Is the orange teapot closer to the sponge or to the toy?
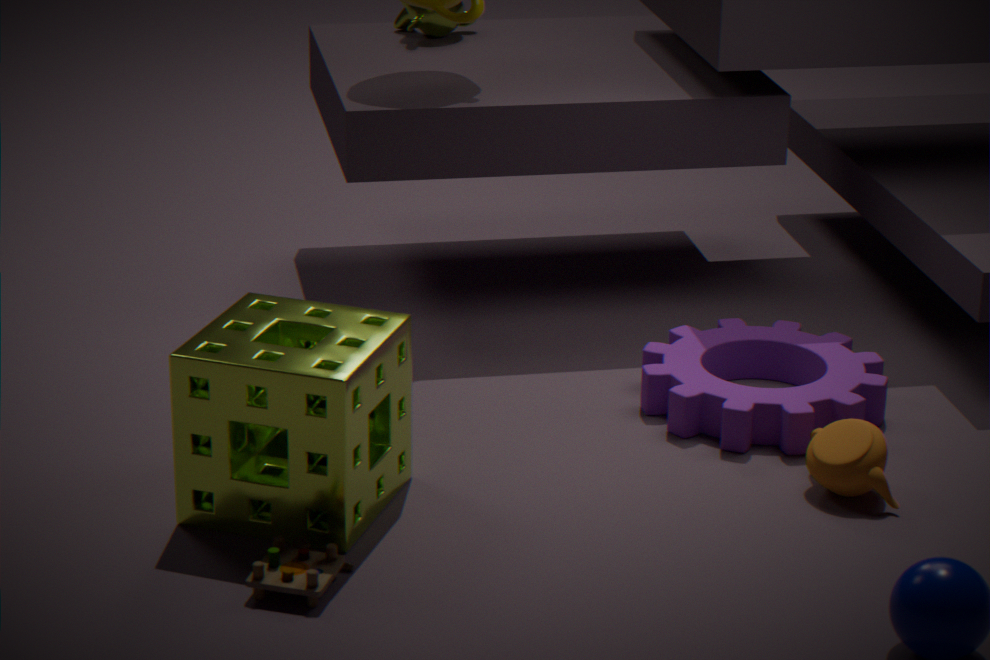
the sponge
